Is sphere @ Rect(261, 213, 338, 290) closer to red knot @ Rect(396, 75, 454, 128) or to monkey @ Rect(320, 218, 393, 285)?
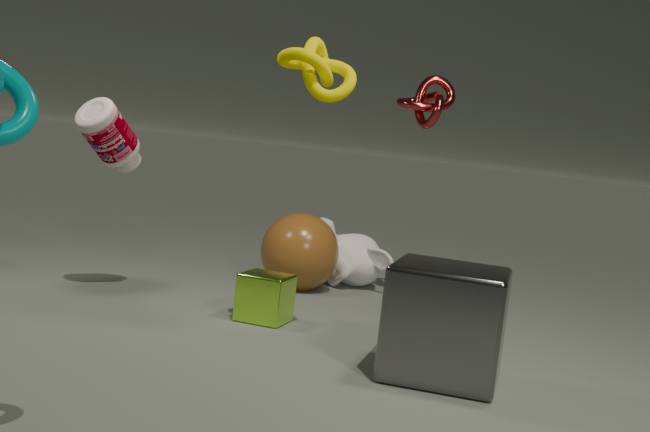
monkey @ Rect(320, 218, 393, 285)
